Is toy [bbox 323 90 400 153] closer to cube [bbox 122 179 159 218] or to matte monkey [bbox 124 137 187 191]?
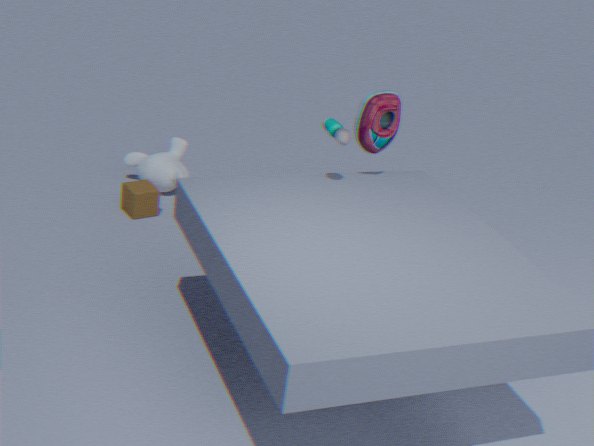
cube [bbox 122 179 159 218]
